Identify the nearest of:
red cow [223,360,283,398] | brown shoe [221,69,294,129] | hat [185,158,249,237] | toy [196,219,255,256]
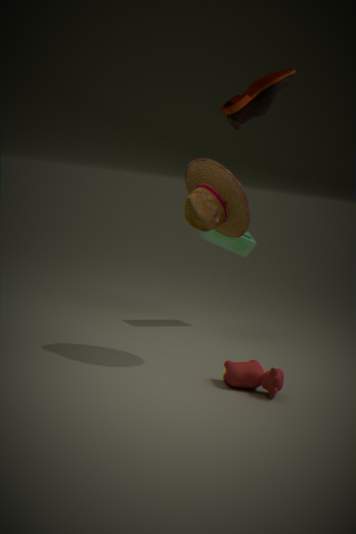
red cow [223,360,283,398]
